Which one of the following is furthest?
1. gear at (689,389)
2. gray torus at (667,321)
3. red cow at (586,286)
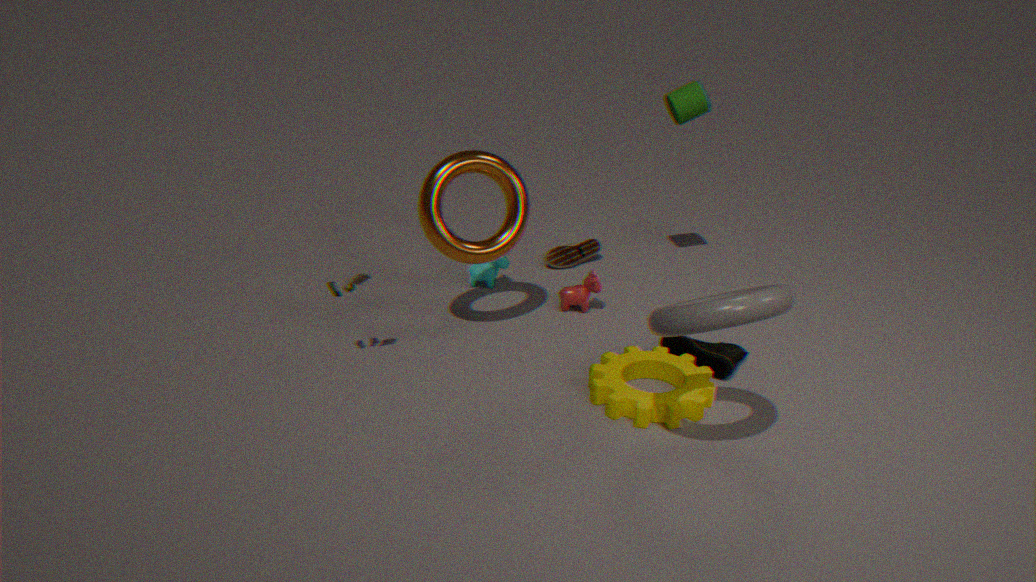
red cow at (586,286)
